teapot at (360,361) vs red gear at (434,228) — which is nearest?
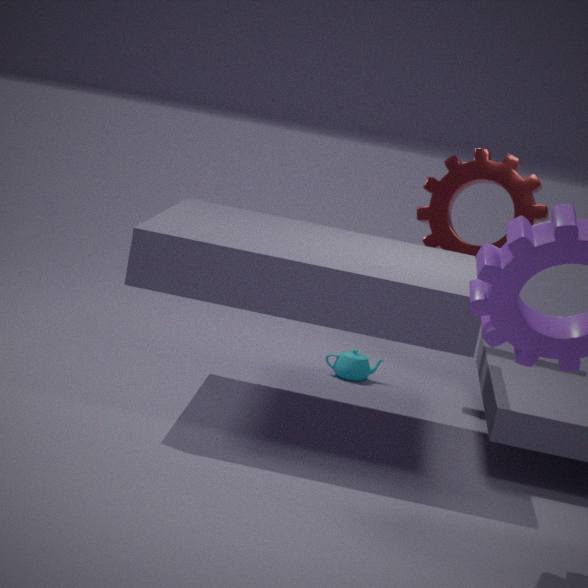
red gear at (434,228)
